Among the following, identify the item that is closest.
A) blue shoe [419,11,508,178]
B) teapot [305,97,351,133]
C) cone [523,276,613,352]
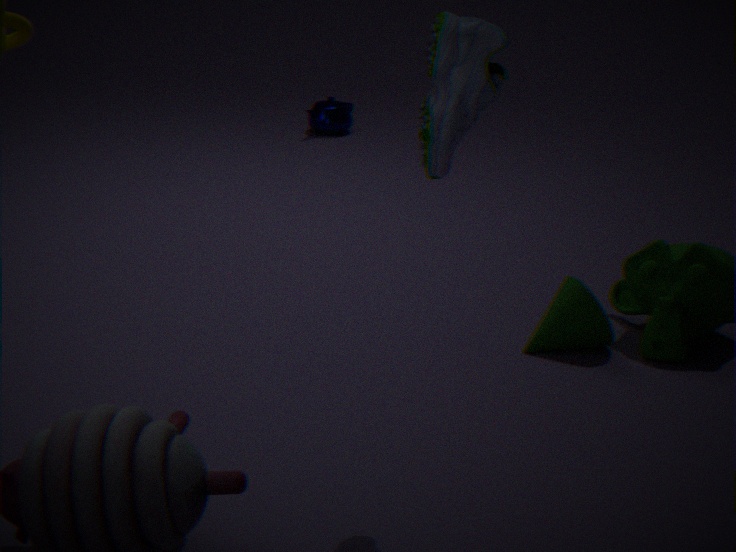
blue shoe [419,11,508,178]
